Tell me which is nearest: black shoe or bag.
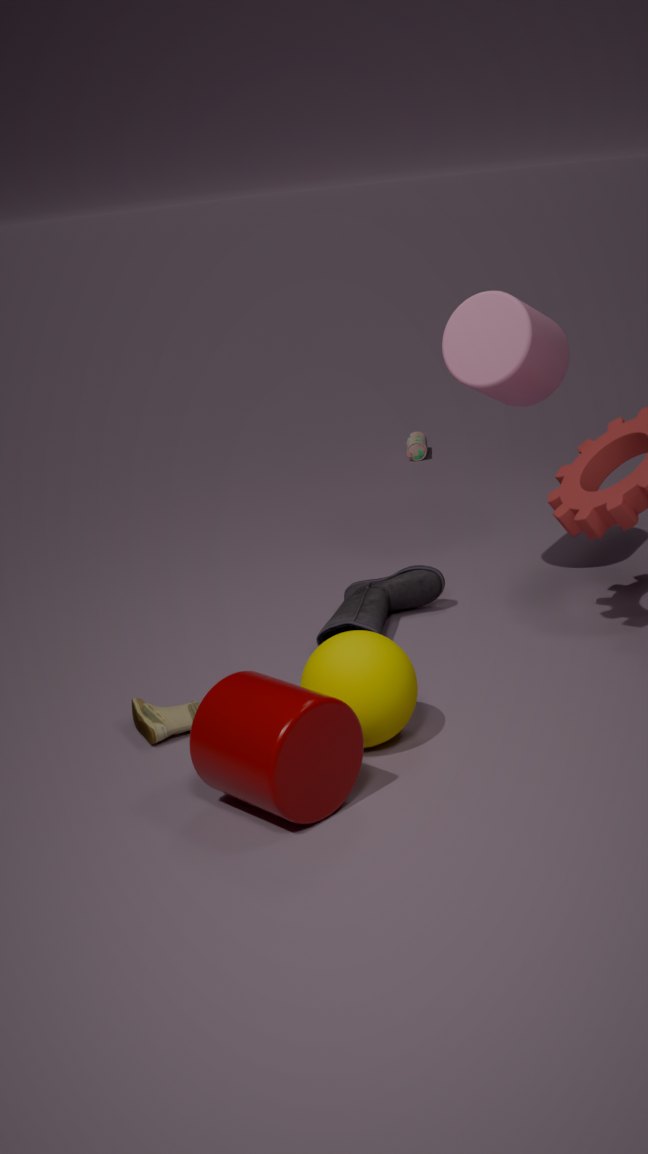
black shoe
